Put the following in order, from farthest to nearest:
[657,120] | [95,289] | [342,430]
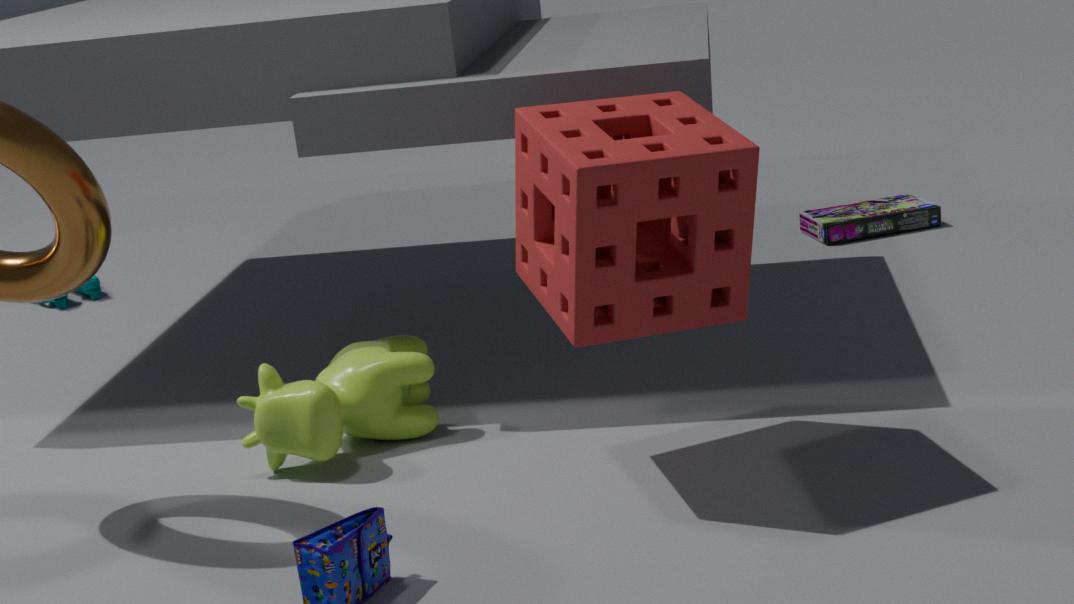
[95,289], [342,430], [657,120]
